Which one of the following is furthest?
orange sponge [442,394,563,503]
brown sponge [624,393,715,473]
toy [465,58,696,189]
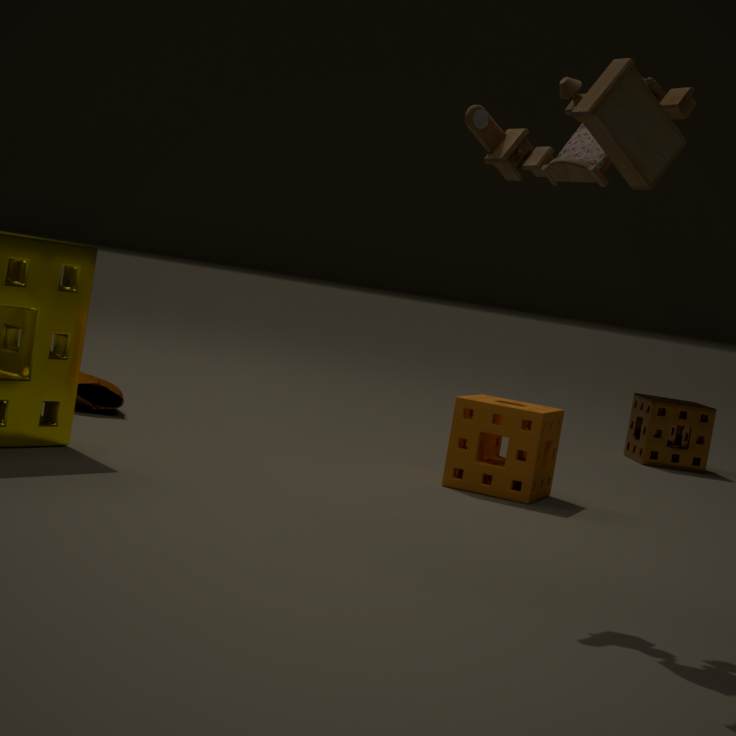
brown sponge [624,393,715,473]
